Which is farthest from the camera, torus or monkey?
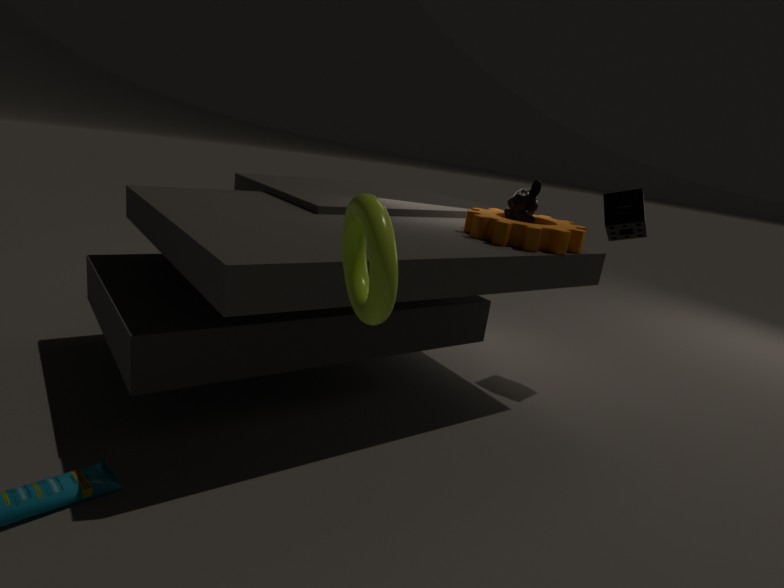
monkey
